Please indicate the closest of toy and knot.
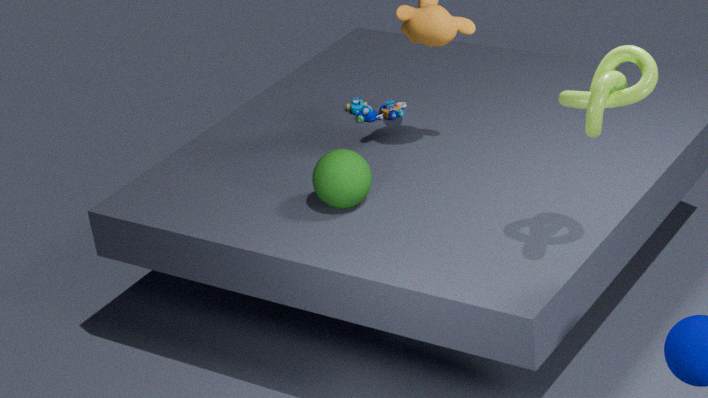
knot
